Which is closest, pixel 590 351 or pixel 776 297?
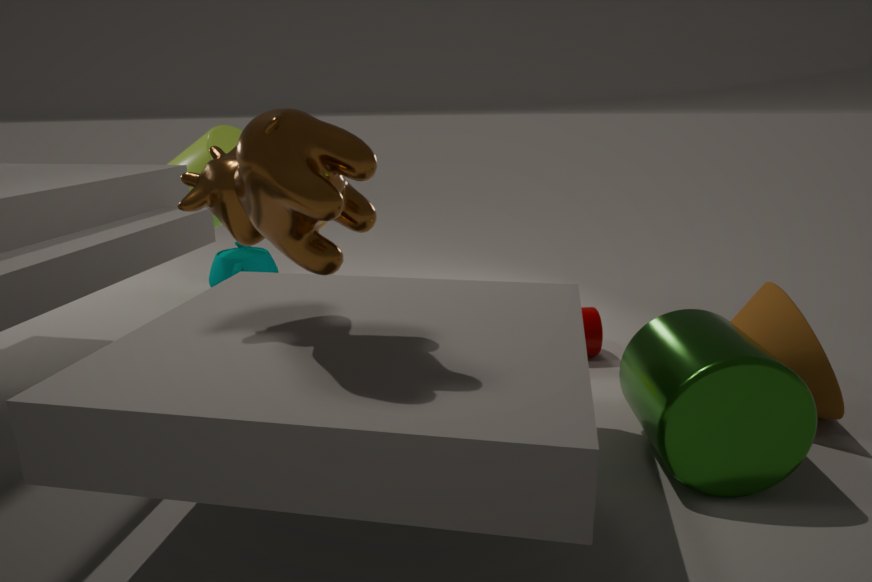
pixel 776 297
